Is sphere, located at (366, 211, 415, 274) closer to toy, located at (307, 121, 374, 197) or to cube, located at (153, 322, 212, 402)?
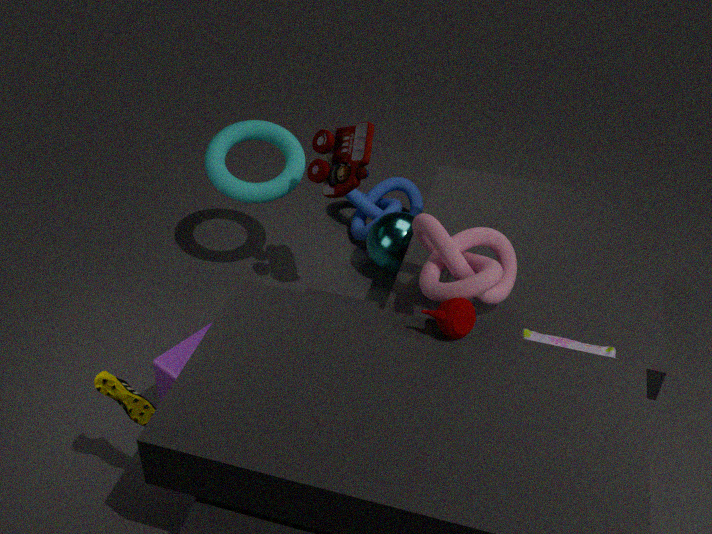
toy, located at (307, 121, 374, 197)
